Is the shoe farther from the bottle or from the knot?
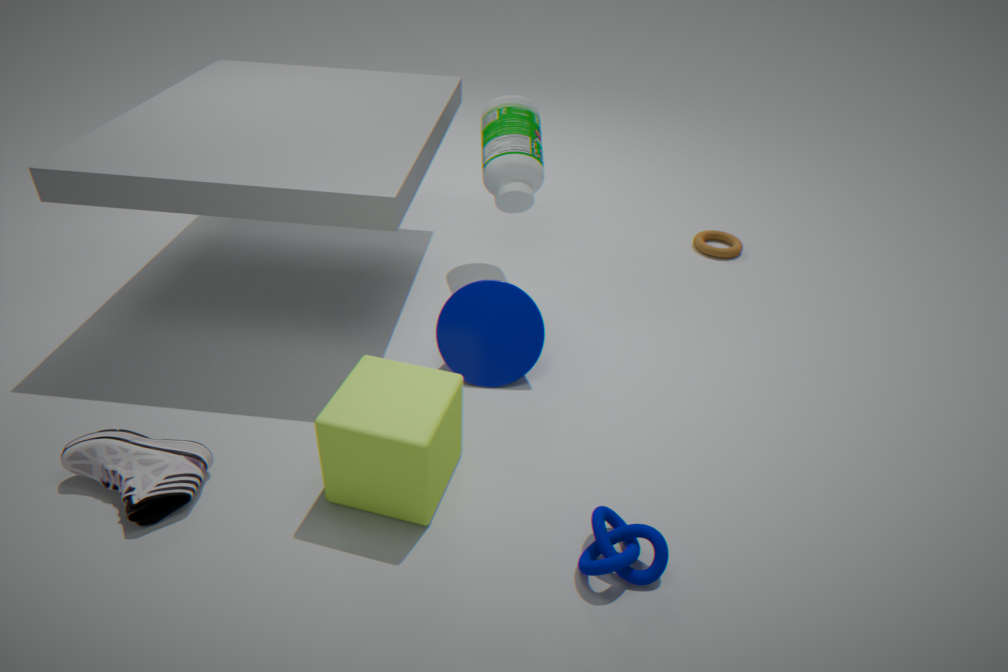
the bottle
